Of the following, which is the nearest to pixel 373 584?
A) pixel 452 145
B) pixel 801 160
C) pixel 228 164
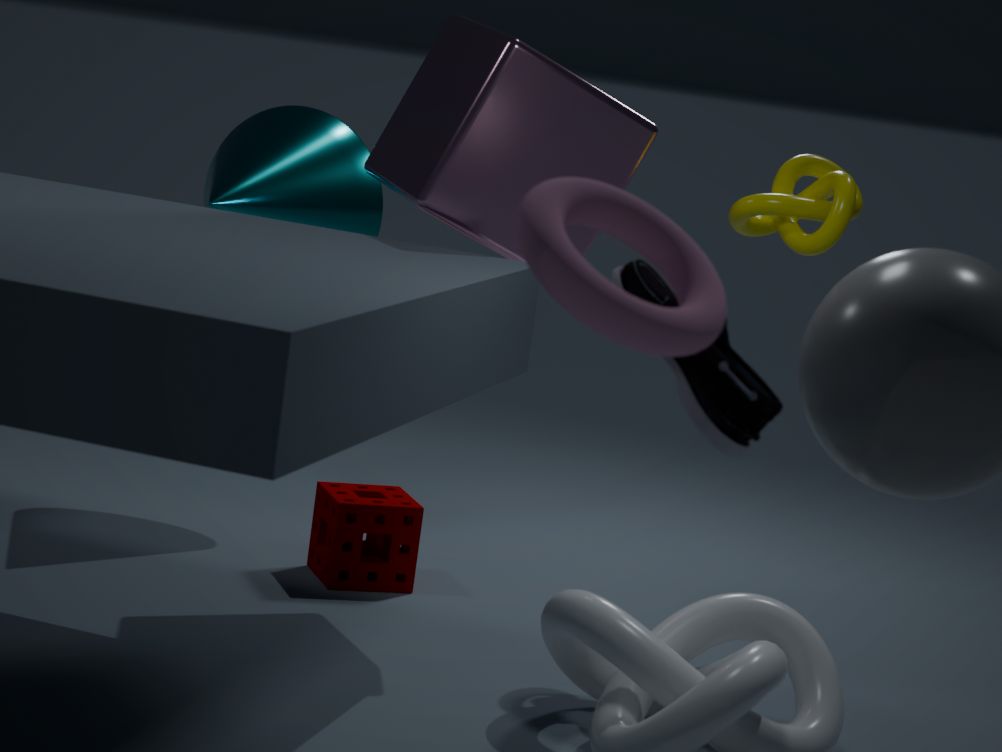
pixel 228 164
